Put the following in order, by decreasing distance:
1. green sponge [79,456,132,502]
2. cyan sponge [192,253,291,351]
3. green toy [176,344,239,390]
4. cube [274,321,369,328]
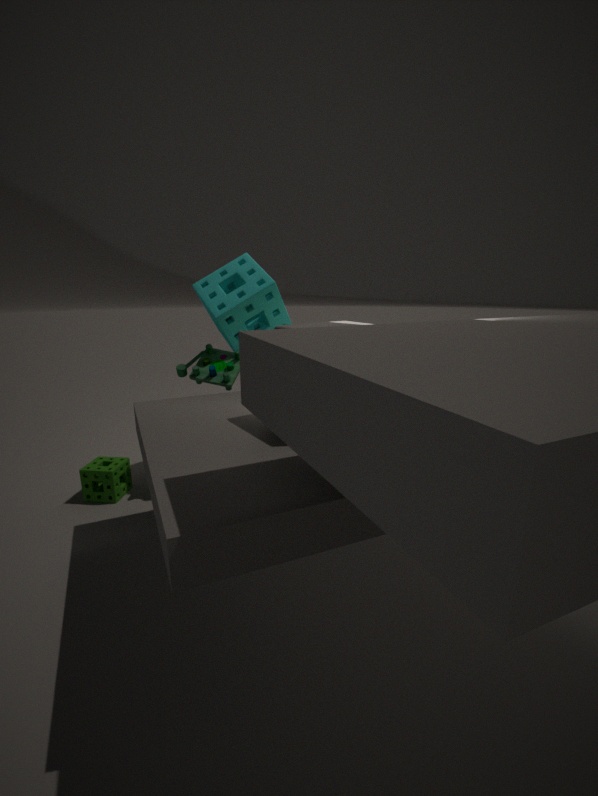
green sponge [79,456,132,502] < cyan sponge [192,253,291,351] < green toy [176,344,239,390] < cube [274,321,369,328]
